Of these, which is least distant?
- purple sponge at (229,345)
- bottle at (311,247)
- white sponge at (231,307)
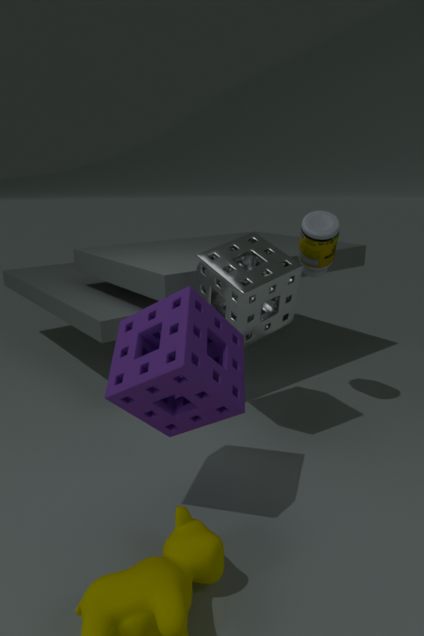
purple sponge at (229,345)
